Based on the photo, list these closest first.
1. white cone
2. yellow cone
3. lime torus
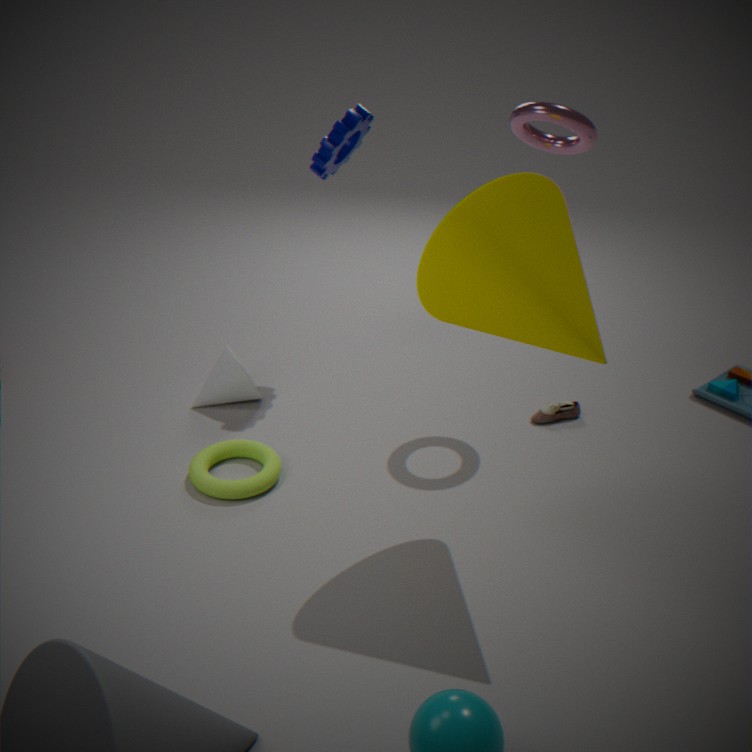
yellow cone, lime torus, white cone
